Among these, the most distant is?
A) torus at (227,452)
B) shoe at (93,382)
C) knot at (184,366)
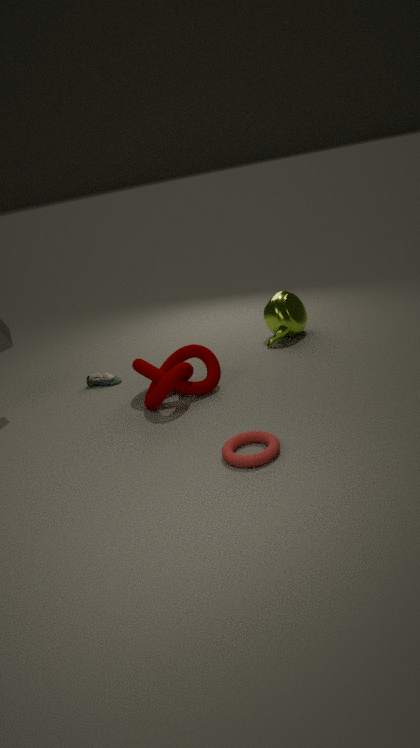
shoe at (93,382)
